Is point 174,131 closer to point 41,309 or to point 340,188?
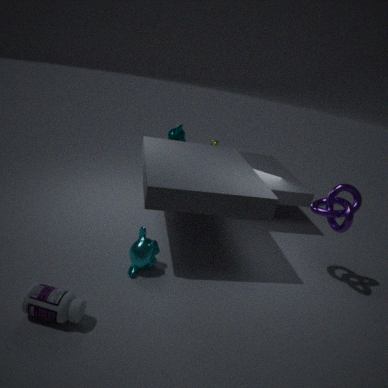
point 340,188
